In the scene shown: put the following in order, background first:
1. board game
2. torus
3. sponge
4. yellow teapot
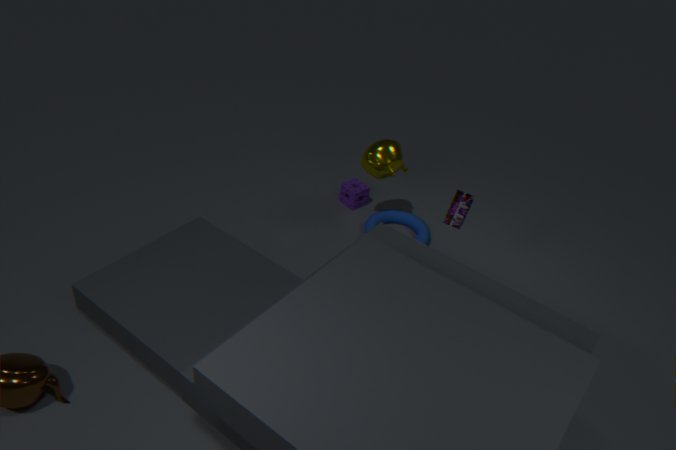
sponge → torus → yellow teapot → board game
